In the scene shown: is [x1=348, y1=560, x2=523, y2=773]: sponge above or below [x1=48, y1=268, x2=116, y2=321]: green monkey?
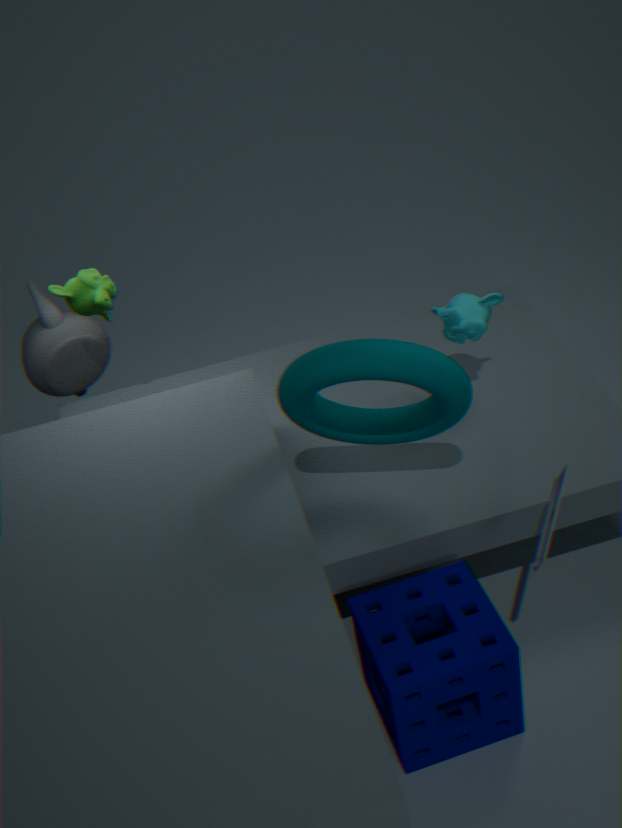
below
